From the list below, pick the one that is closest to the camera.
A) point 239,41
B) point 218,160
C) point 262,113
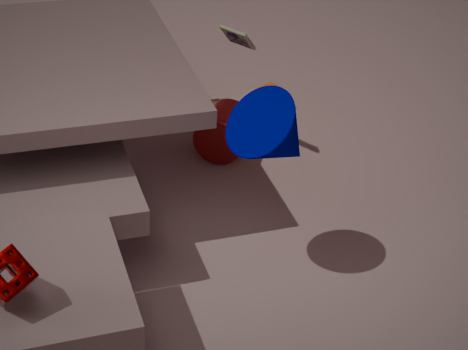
point 262,113
